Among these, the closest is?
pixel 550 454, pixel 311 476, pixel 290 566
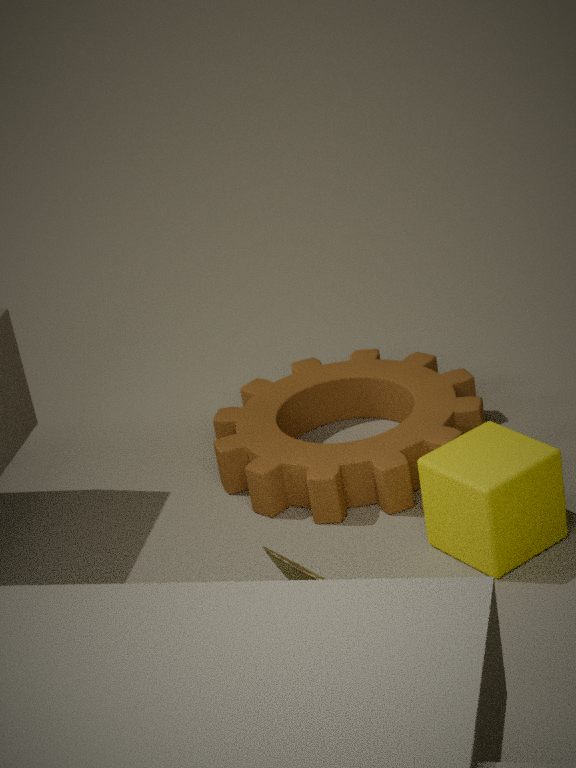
pixel 290 566
